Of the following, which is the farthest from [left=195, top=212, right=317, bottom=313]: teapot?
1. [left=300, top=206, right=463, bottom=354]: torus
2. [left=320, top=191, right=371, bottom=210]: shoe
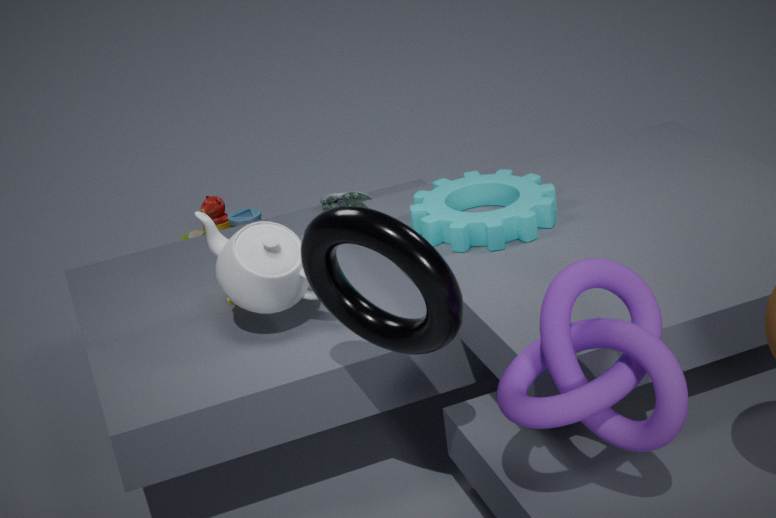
[left=320, top=191, right=371, bottom=210]: shoe
